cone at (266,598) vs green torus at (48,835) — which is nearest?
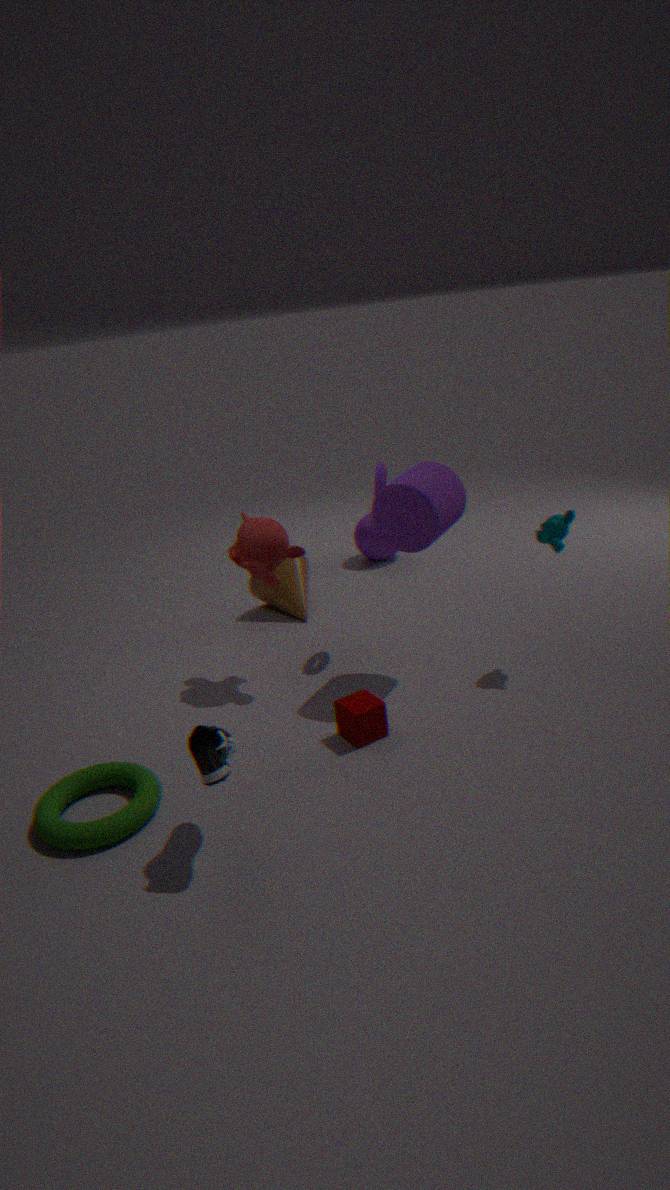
green torus at (48,835)
